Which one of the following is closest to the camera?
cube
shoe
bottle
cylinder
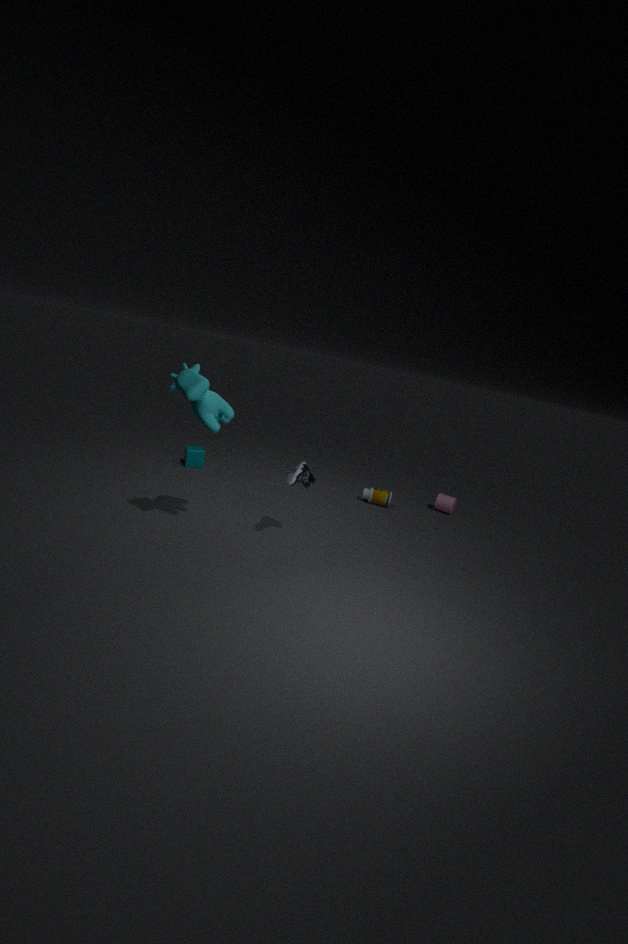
shoe
